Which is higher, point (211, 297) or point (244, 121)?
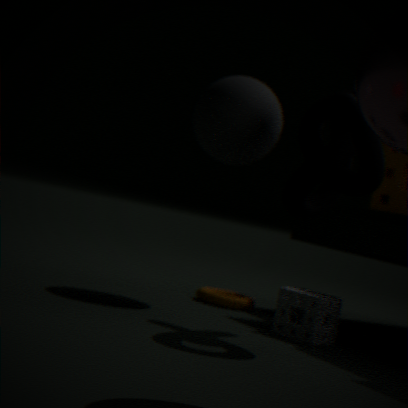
point (244, 121)
